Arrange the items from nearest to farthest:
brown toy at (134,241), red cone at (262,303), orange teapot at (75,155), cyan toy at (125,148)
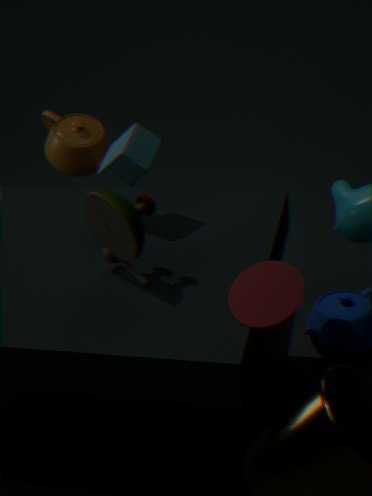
red cone at (262,303) < brown toy at (134,241) < cyan toy at (125,148) < orange teapot at (75,155)
